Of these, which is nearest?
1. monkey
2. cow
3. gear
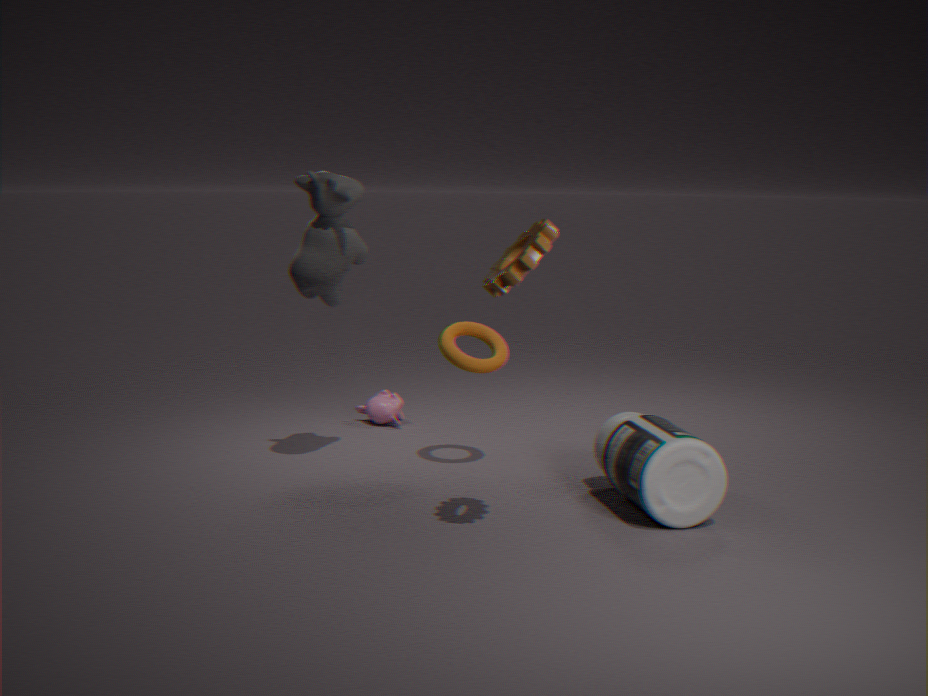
gear
